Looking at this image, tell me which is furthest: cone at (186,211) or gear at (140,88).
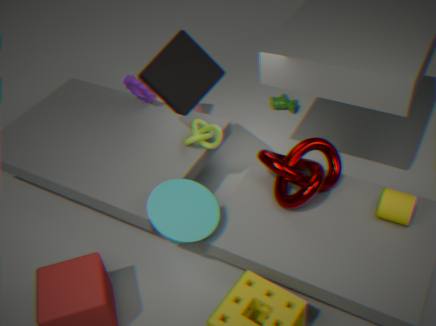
gear at (140,88)
